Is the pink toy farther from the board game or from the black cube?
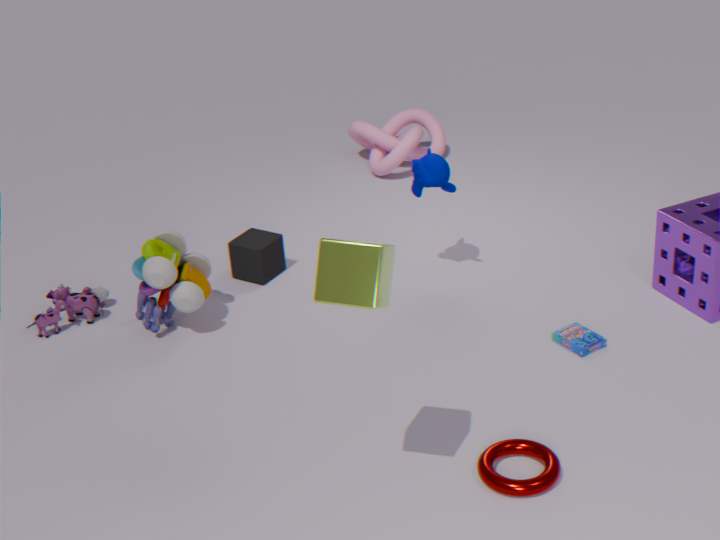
the board game
